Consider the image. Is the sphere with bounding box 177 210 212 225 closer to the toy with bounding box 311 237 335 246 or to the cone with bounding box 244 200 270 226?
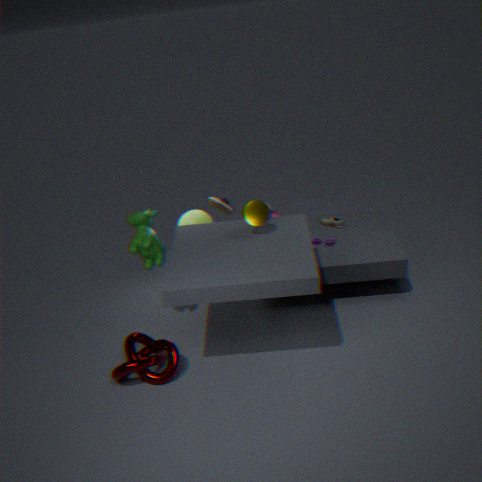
the cone with bounding box 244 200 270 226
